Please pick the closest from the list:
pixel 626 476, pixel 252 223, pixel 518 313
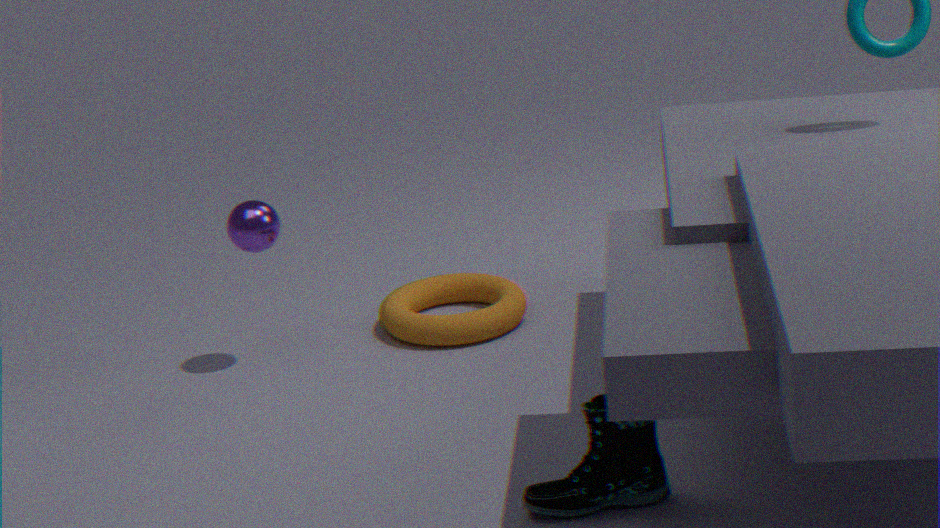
pixel 626 476
